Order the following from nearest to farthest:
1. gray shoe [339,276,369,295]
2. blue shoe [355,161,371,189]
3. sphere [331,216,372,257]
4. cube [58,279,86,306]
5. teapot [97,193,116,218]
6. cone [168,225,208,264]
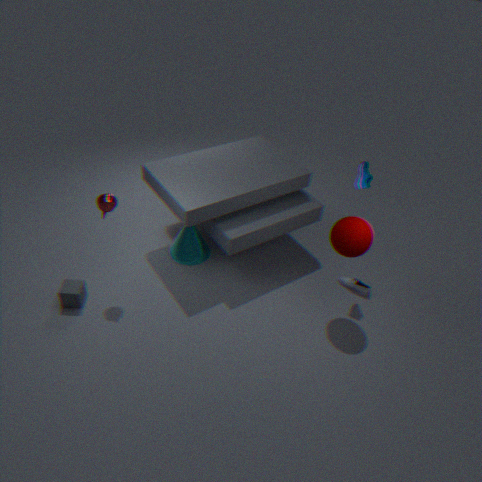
sphere [331,216,372,257] → teapot [97,193,116,218] → cube [58,279,86,306] → blue shoe [355,161,371,189] → gray shoe [339,276,369,295] → cone [168,225,208,264]
